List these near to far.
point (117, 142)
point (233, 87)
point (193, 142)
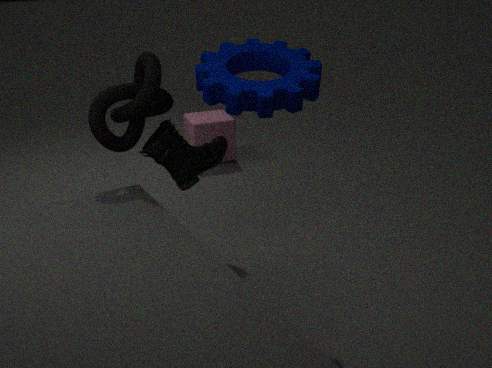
point (233, 87) < point (117, 142) < point (193, 142)
